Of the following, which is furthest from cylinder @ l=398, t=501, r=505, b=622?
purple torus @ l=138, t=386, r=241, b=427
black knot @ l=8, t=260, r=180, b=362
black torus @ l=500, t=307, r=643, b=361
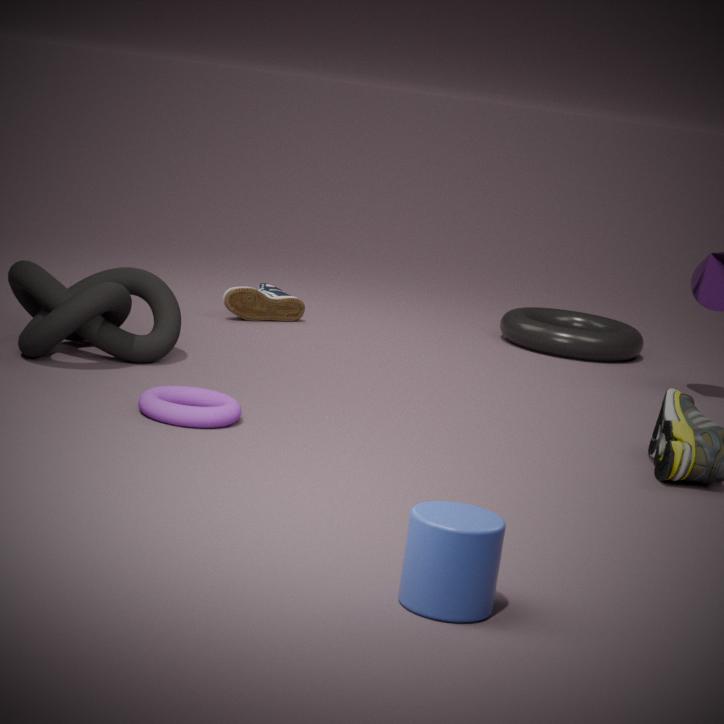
black torus @ l=500, t=307, r=643, b=361
